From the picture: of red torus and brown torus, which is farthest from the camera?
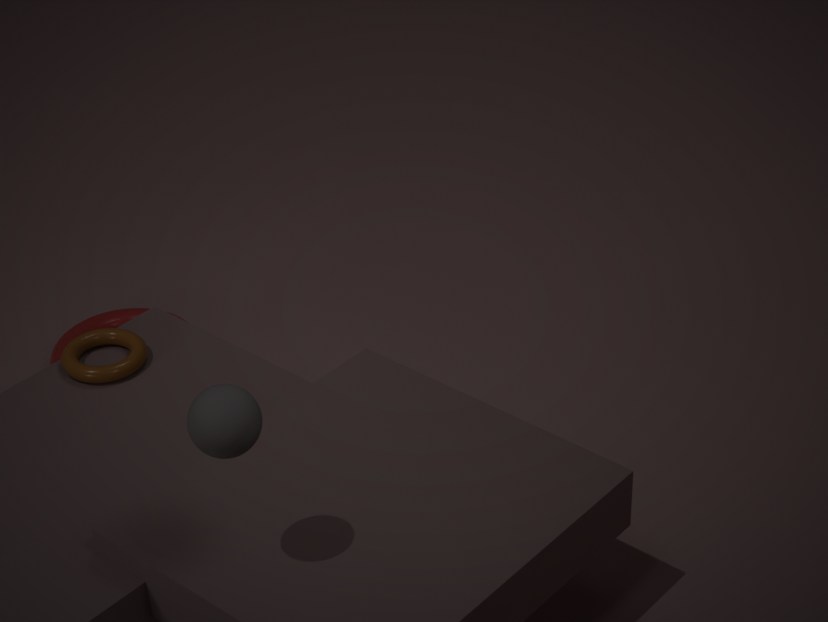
red torus
